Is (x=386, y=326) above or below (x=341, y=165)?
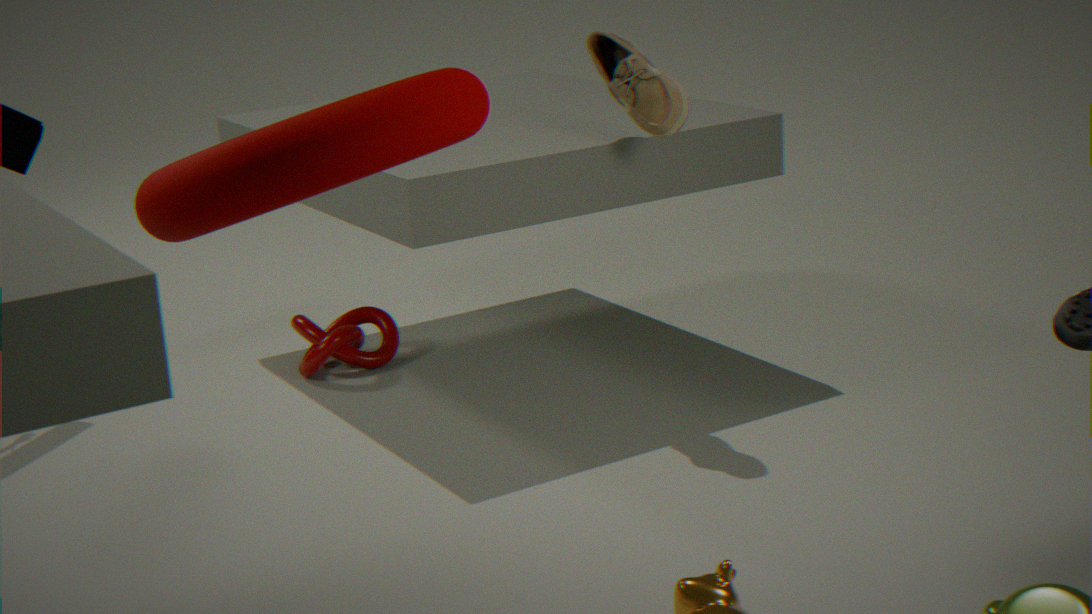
below
